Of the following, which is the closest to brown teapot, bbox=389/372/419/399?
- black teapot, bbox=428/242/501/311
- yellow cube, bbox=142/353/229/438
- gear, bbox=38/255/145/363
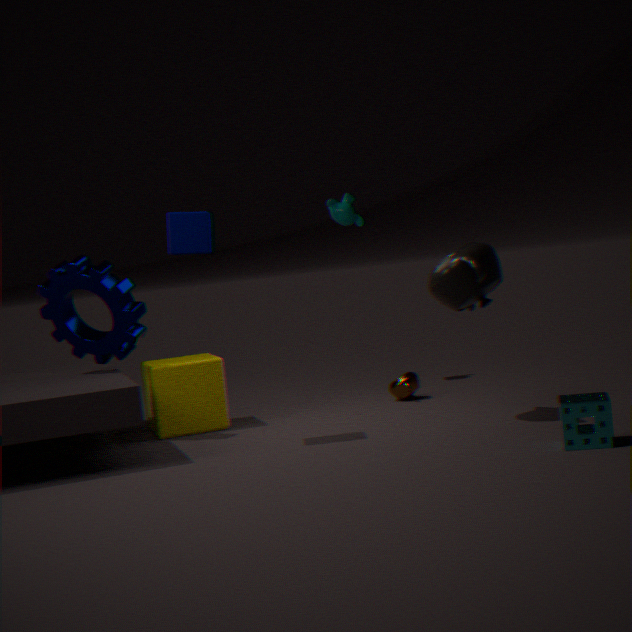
black teapot, bbox=428/242/501/311
